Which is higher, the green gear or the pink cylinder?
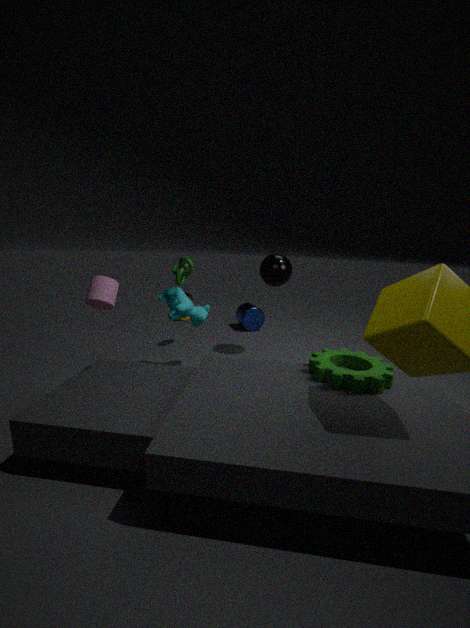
the pink cylinder
